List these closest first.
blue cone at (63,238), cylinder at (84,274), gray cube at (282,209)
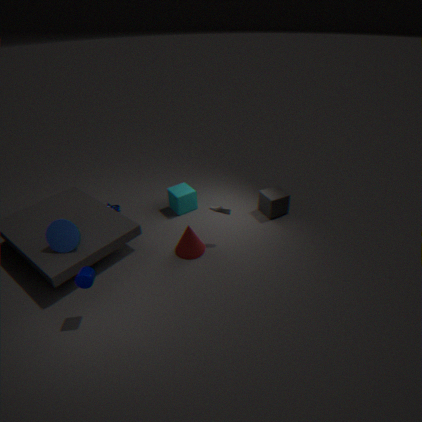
1. cylinder at (84,274)
2. blue cone at (63,238)
3. gray cube at (282,209)
